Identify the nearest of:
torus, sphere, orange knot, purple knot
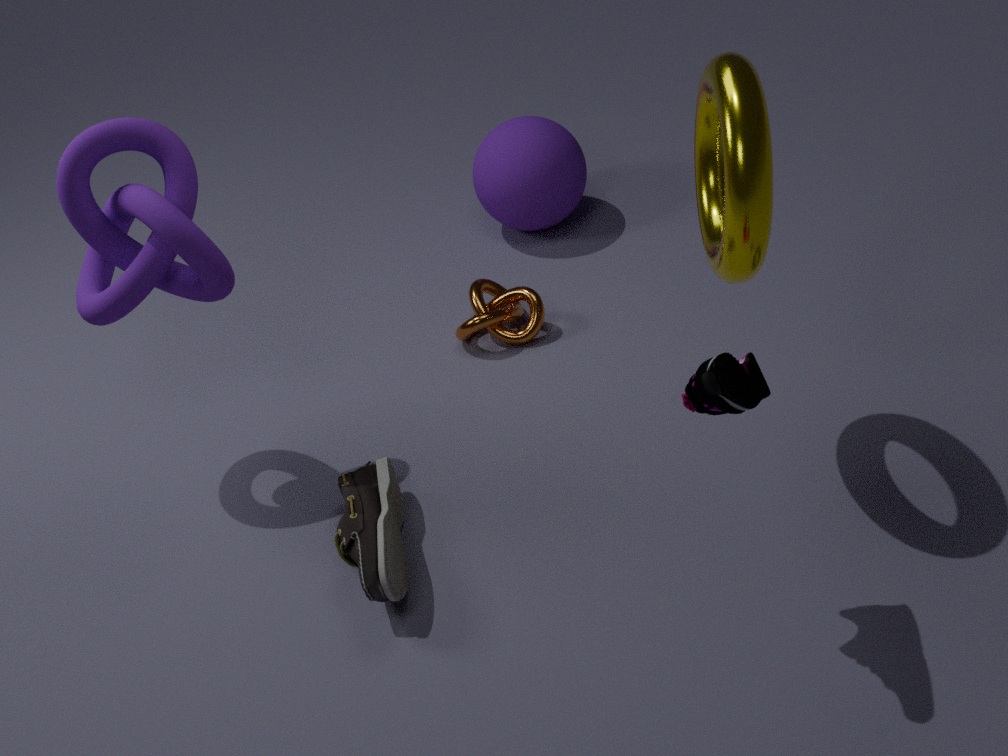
torus
